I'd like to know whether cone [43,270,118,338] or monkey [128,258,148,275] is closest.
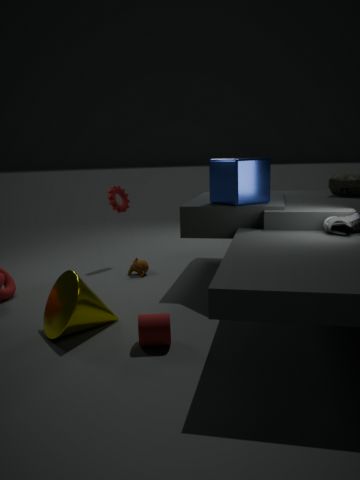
cone [43,270,118,338]
